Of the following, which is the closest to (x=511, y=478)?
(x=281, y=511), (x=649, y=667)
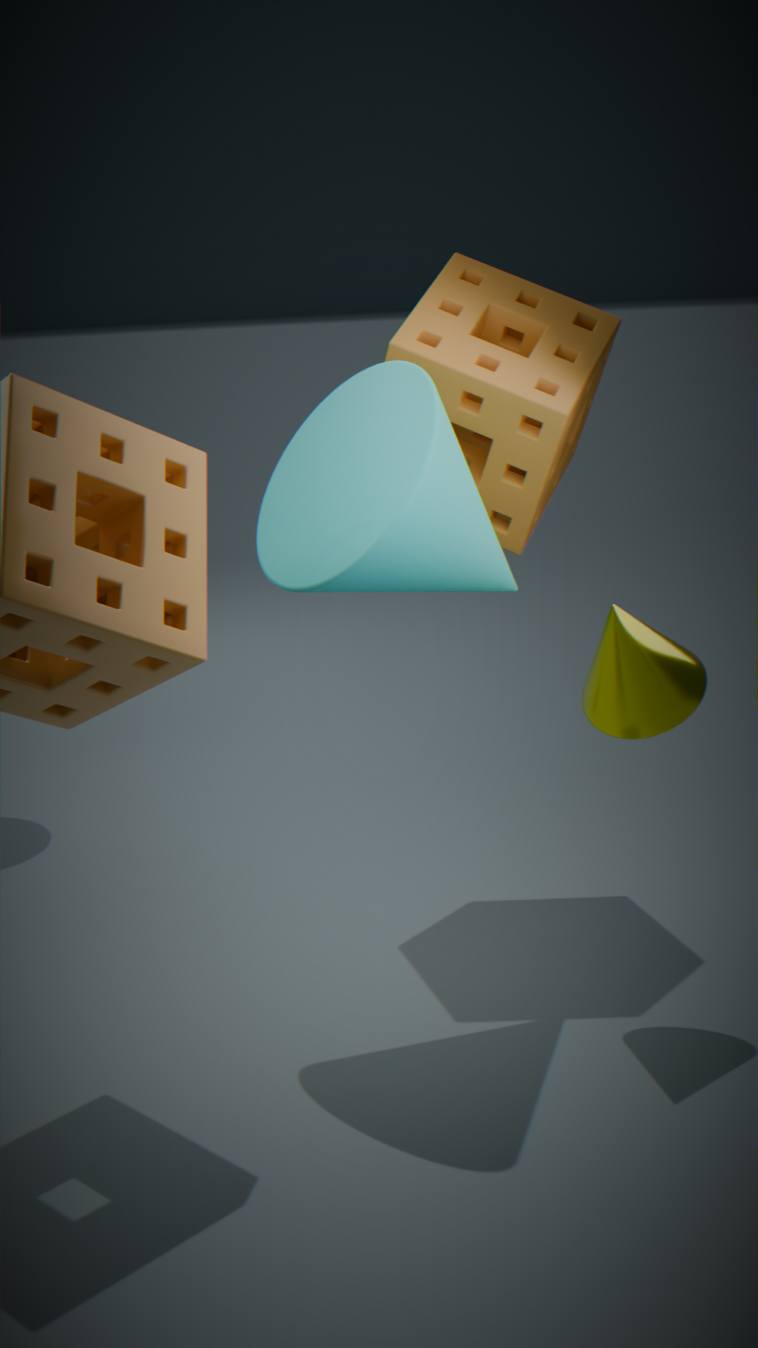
(x=281, y=511)
